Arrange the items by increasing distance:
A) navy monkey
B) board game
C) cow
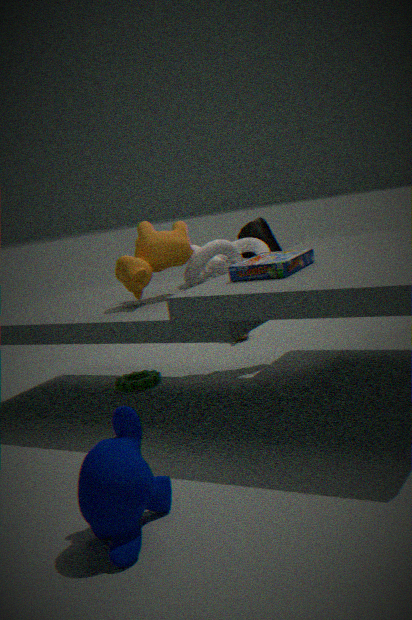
A. navy monkey < B. board game < C. cow
